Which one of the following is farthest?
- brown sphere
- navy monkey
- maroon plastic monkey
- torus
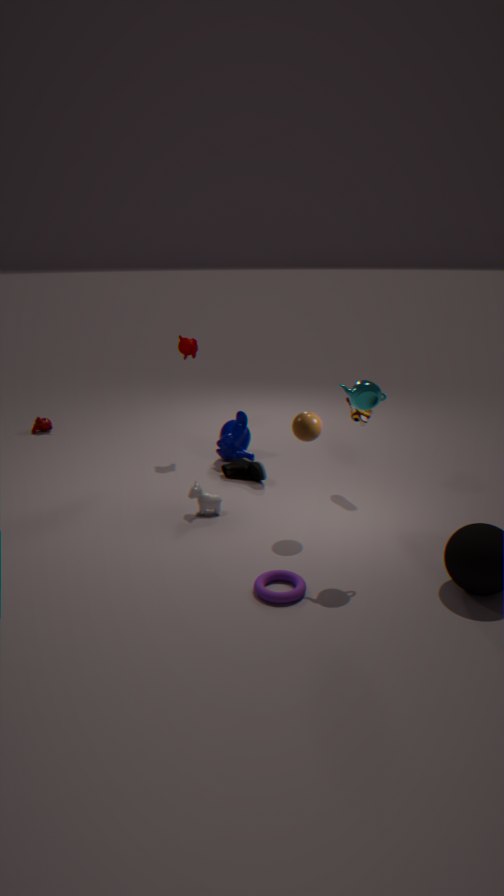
maroon plastic monkey
